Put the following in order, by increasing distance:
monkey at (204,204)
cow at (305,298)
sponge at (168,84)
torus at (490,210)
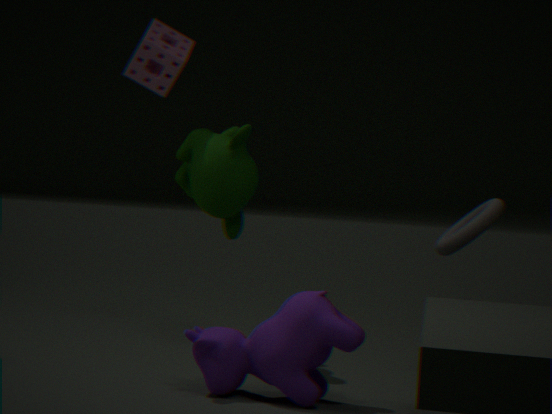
cow at (305,298)
torus at (490,210)
monkey at (204,204)
sponge at (168,84)
